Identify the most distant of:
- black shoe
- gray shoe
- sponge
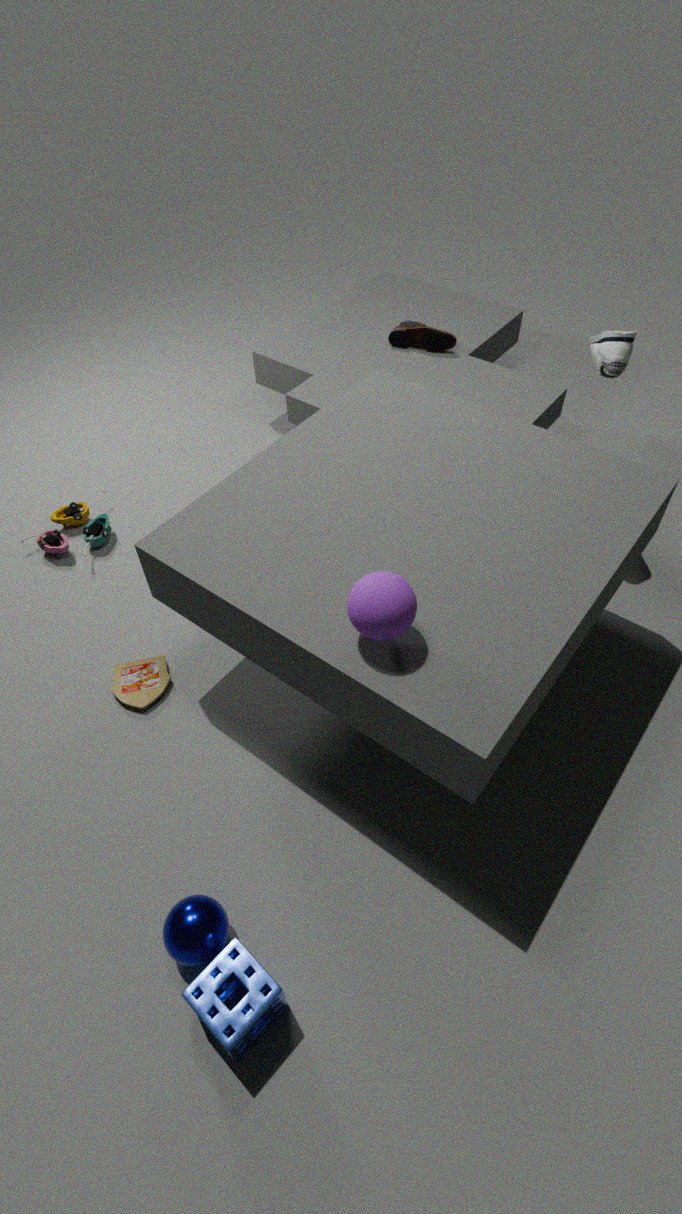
black shoe
